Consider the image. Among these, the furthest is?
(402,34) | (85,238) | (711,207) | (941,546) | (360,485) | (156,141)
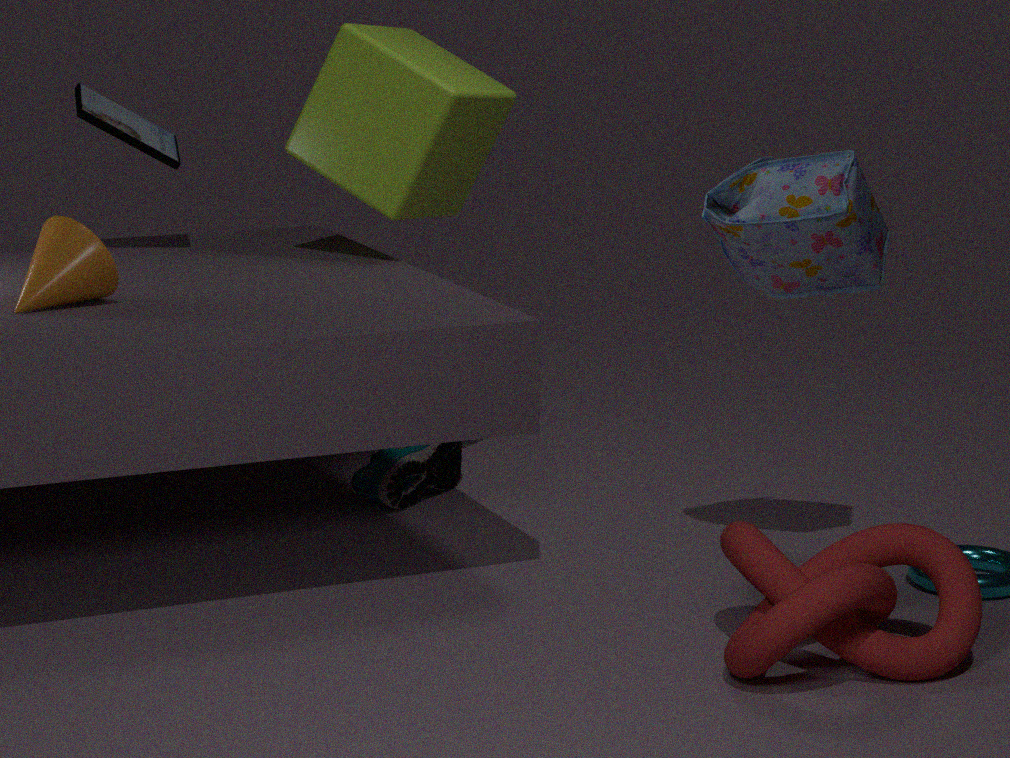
(402,34)
